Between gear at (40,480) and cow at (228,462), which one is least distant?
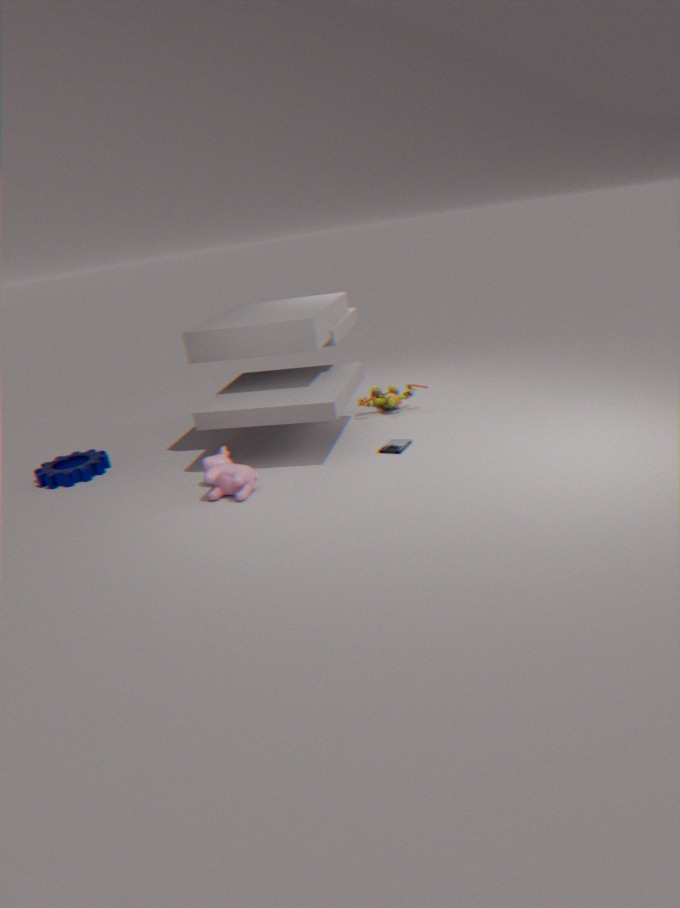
cow at (228,462)
